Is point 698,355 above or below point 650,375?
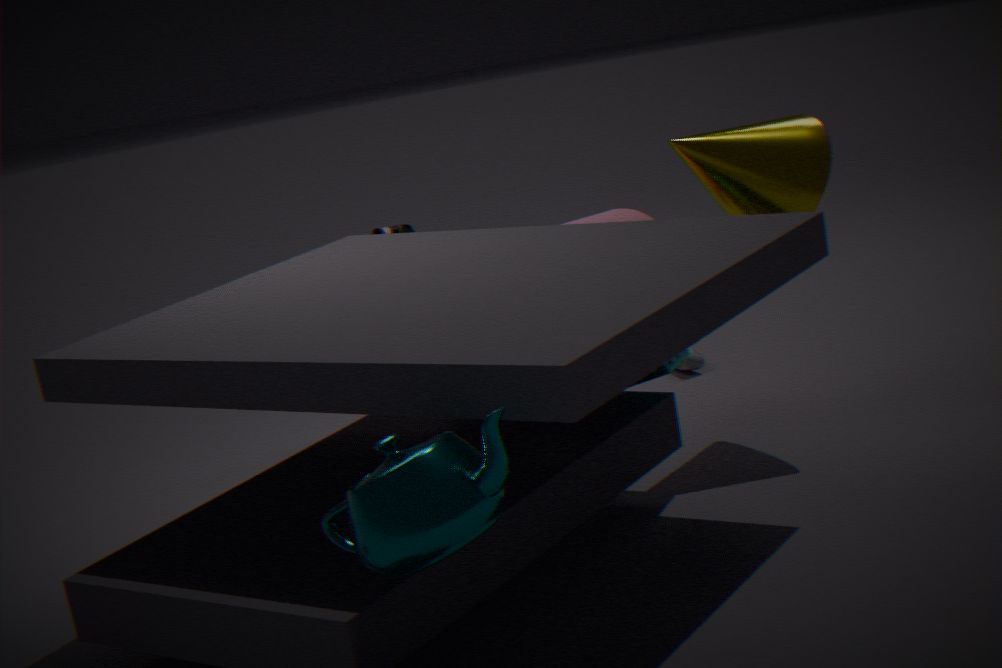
below
